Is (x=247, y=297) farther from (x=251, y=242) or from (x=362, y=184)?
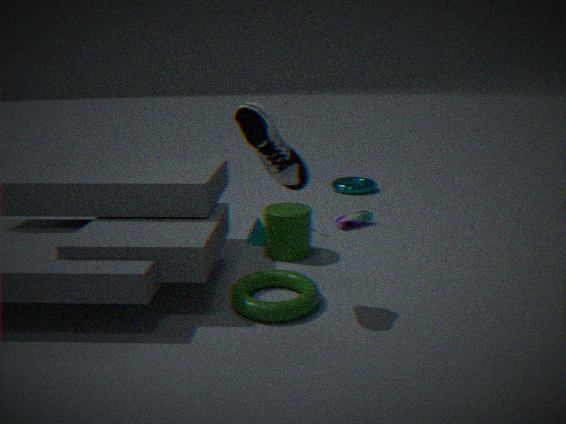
(x=362, y=184)
